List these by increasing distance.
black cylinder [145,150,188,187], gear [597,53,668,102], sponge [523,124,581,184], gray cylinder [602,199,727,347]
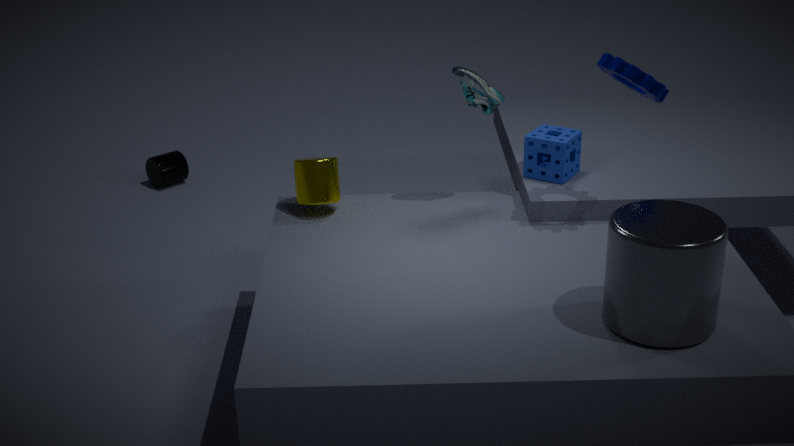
gray cylinder [602,199,727,347] < gear [597,53,668,102] < sponge [523,124,581,184] < black cylinder [145,150,188,187]
